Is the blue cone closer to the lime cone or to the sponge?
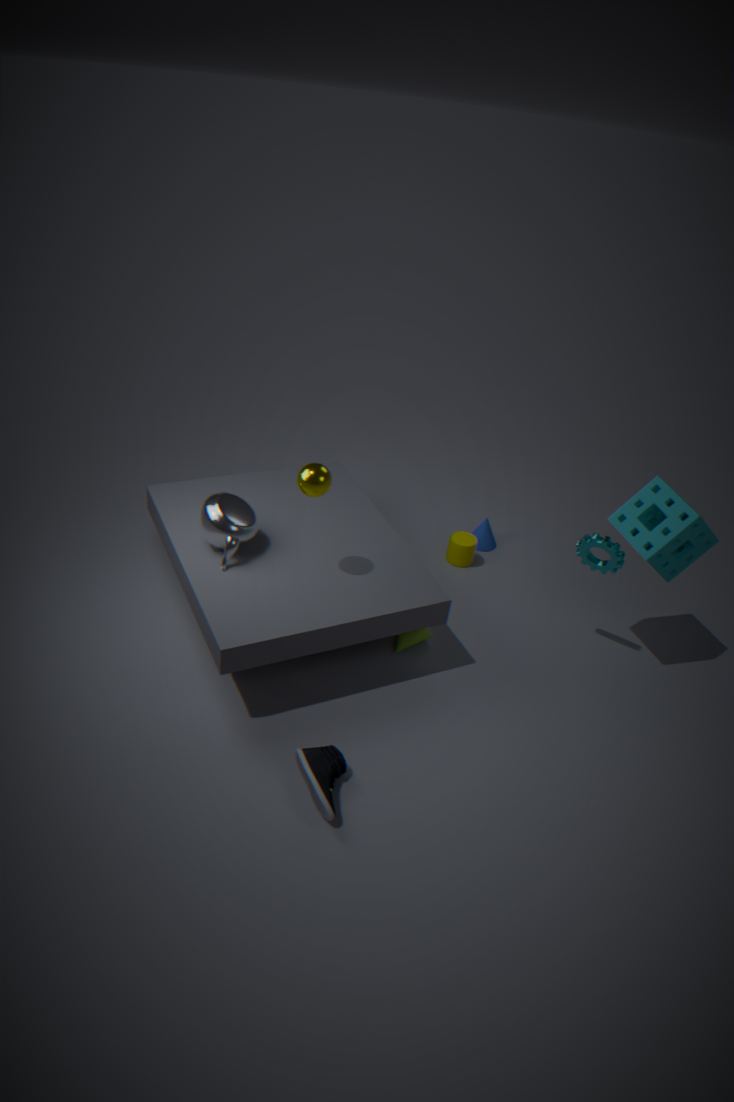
the lime cone
